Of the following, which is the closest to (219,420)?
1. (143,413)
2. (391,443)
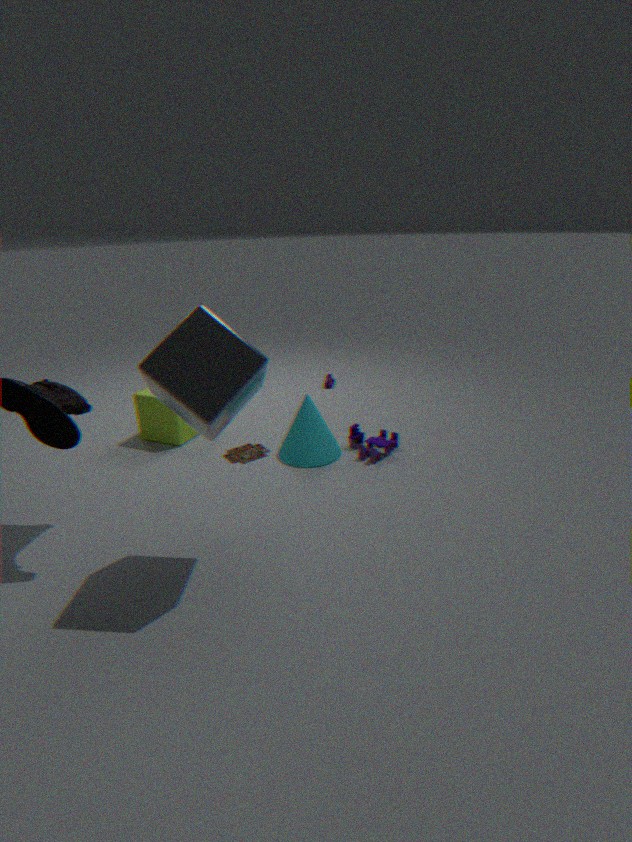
(391,443)
